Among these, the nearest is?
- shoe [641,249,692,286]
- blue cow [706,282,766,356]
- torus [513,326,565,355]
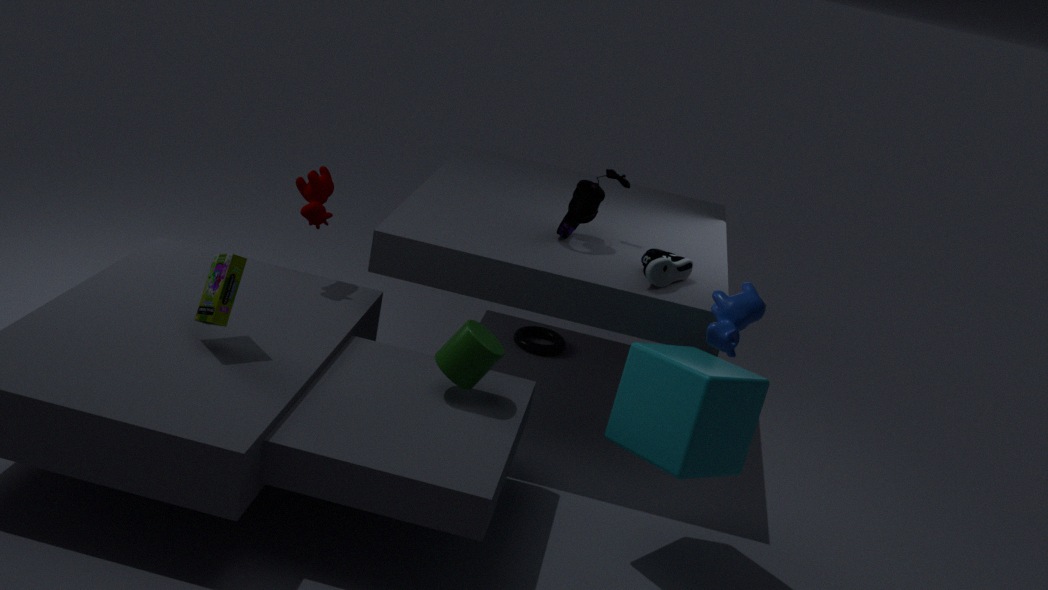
blue cow [706,282,766,356]
